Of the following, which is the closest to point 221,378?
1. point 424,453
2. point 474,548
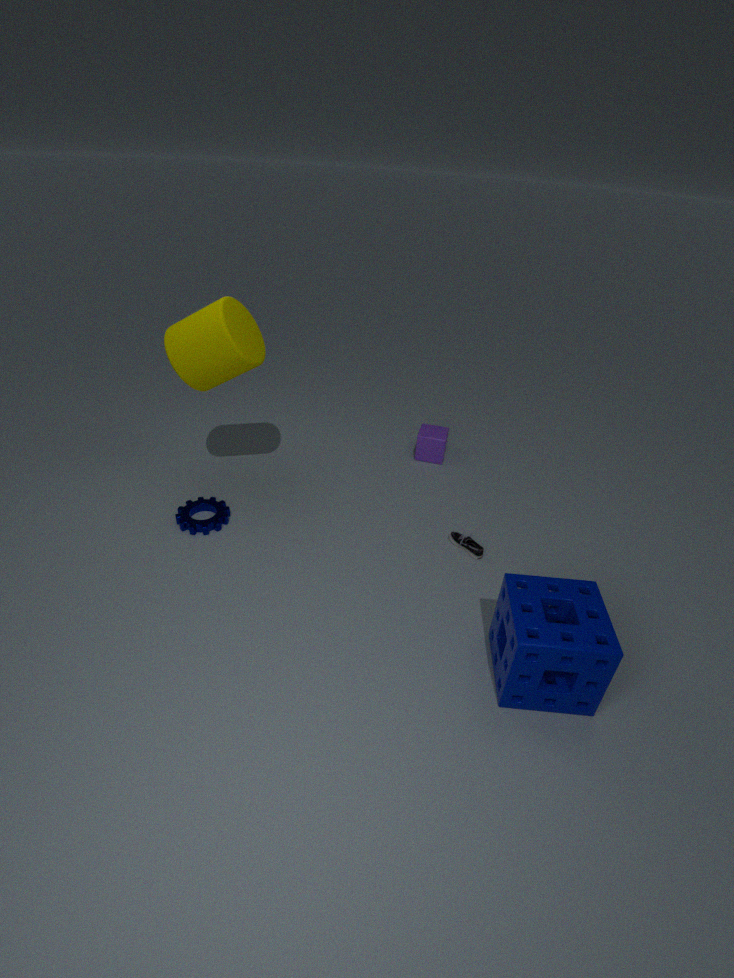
point 424,453
